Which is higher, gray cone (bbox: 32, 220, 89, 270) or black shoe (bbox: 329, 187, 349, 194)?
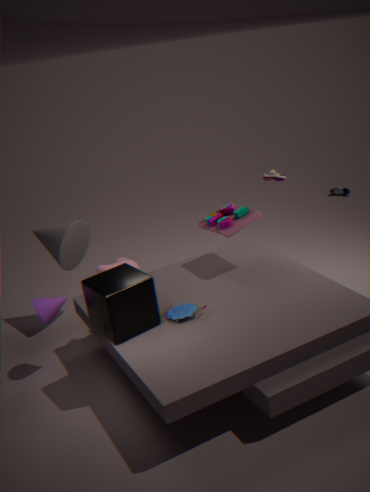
gray cone (bbox: 32, 220, 89, 270)
